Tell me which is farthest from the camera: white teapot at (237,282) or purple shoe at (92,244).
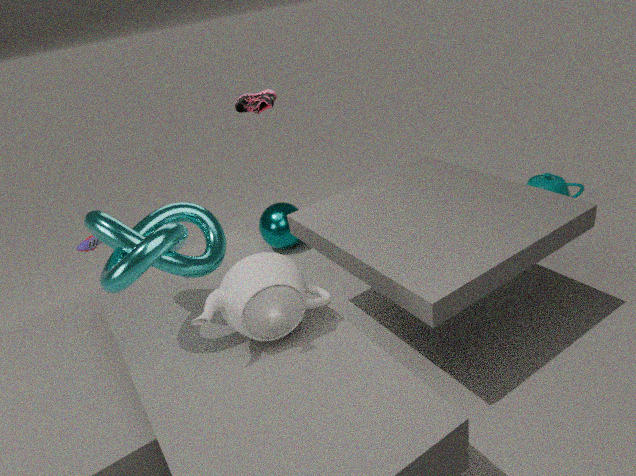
purple shoe at (92,244)
